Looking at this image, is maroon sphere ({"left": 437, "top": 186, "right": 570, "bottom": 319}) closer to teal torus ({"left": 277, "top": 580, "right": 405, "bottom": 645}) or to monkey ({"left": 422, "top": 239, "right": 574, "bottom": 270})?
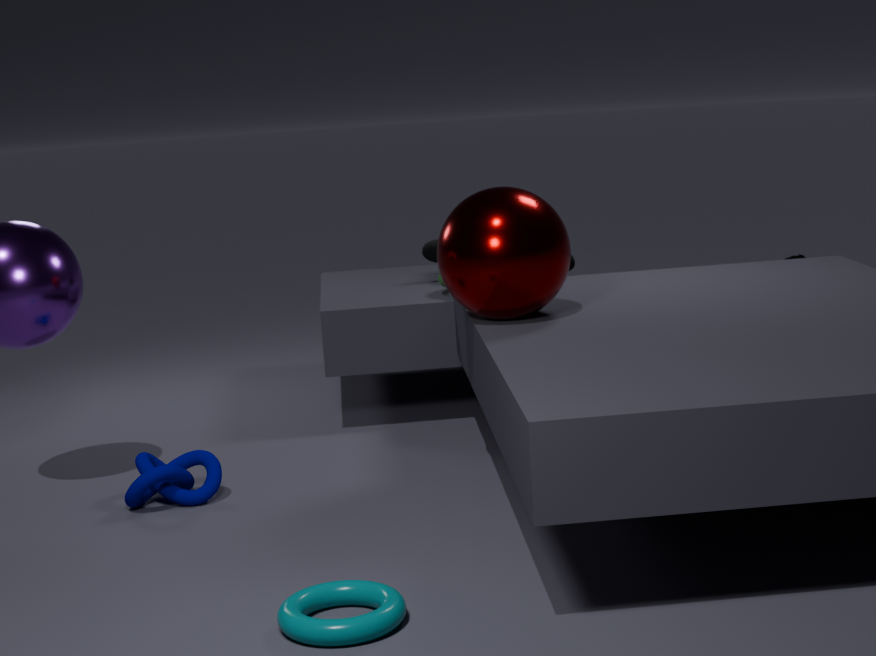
monkey ({"left": 422, "top": 239, "right": 574, "bottom": 270})
